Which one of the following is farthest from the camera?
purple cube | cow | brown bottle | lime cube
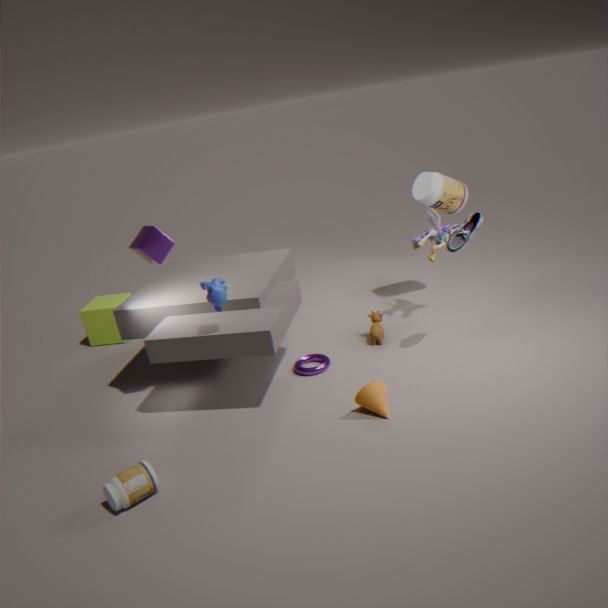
lime cube
